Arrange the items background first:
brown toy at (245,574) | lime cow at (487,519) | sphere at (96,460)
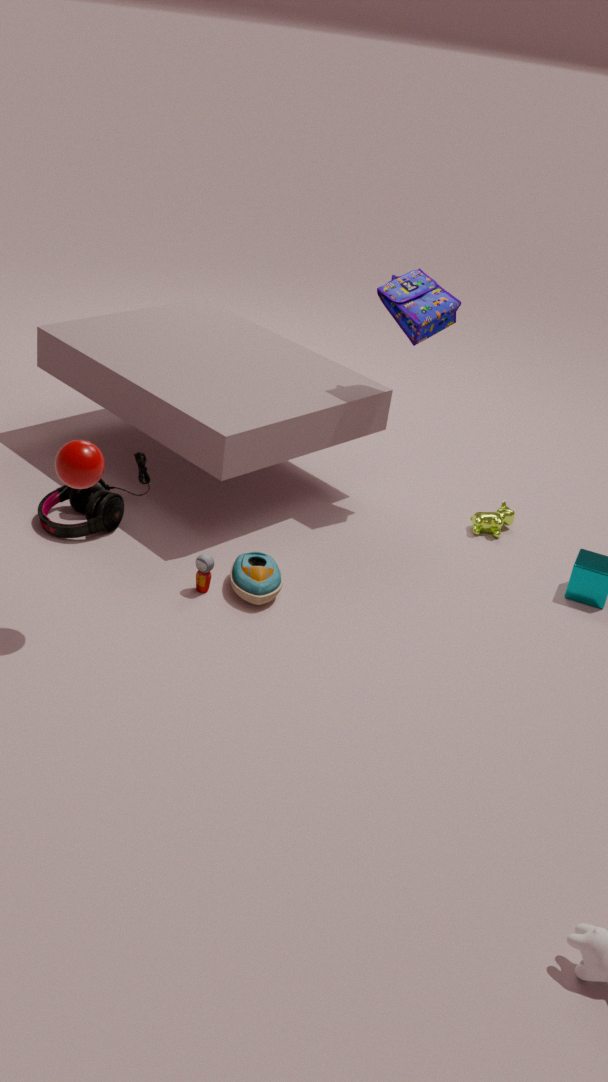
lime cow at (487,519)
brown toy at (245,574)
sphere at (96,460)
